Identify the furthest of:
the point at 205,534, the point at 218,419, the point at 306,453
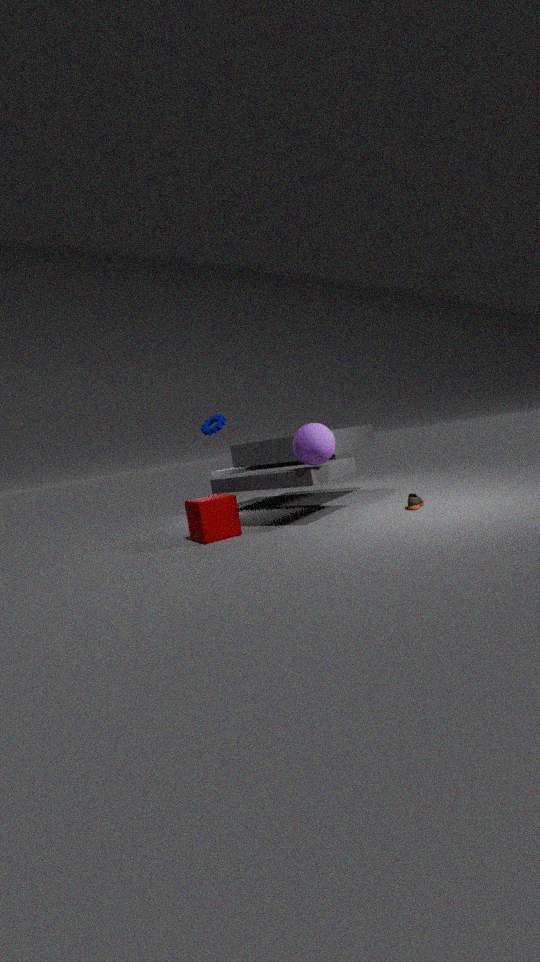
the point at 218,419
